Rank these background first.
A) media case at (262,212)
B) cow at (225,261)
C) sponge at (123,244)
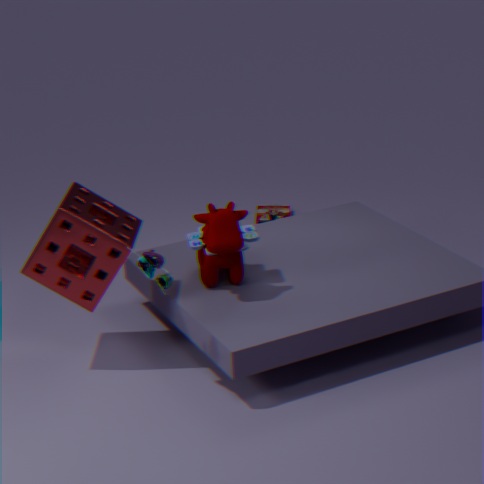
1. media case at (262,212)
2. cow at (225,261)
3. sponge at (123,244)
